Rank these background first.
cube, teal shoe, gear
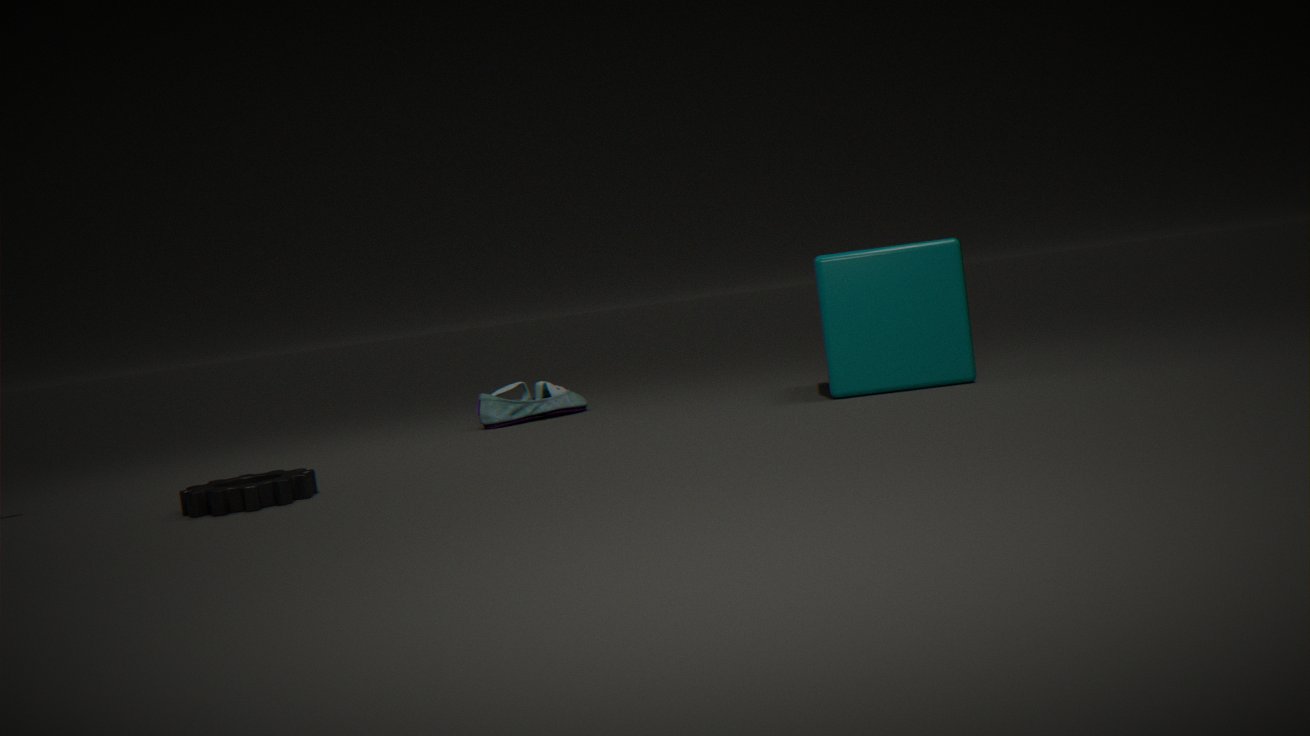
teal shoe, cube, gear
